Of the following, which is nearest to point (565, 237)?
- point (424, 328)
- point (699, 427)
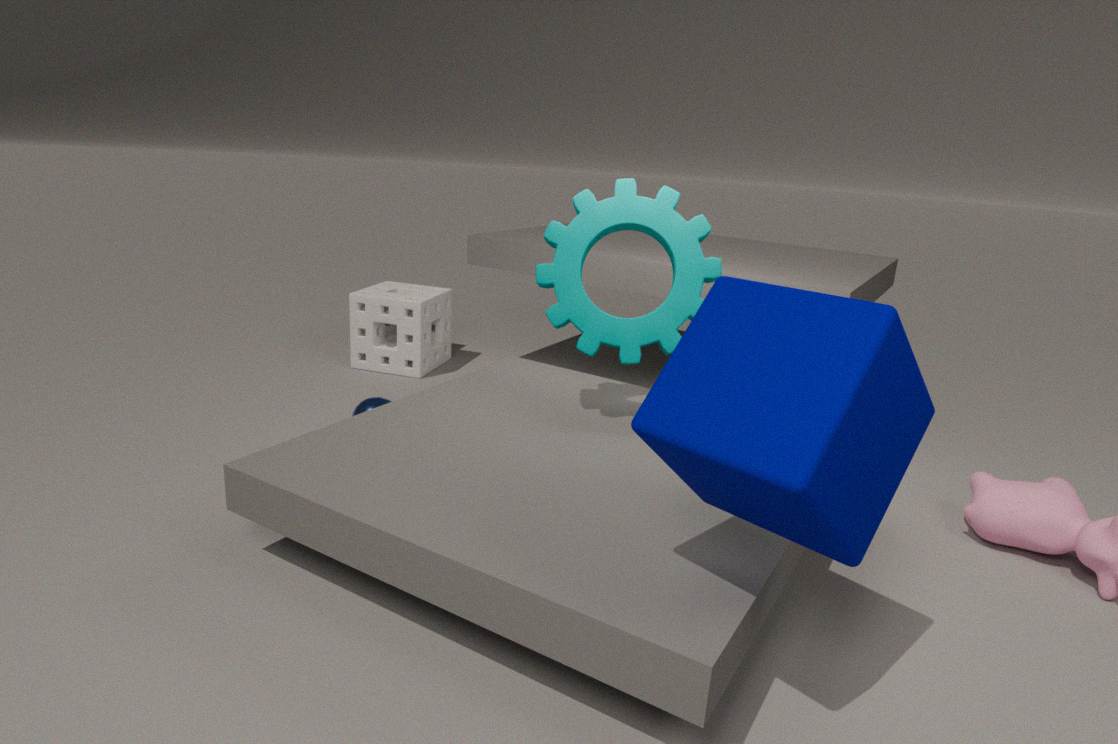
point (699, 427)
